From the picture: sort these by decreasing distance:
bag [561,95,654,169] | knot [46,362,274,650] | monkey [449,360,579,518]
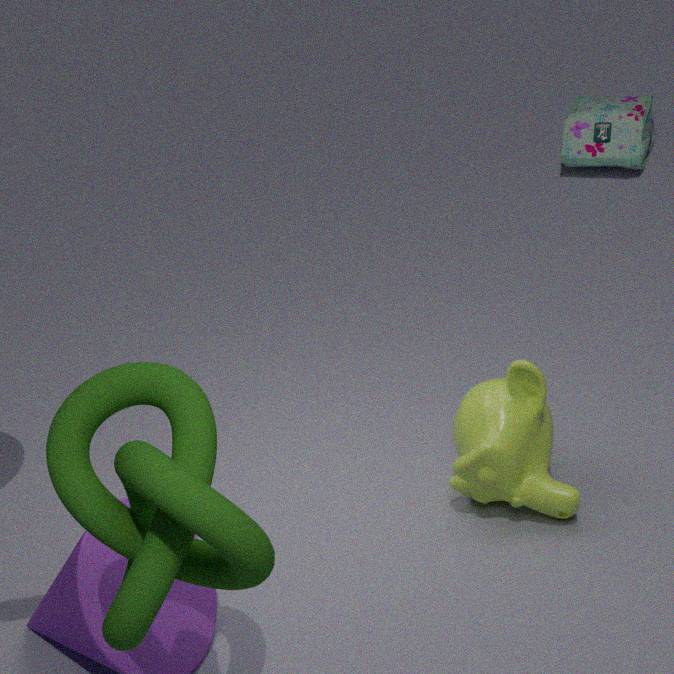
bag [561,95,654,169] < monkey [449,360,579,518] < knot [46,362,274,650]
